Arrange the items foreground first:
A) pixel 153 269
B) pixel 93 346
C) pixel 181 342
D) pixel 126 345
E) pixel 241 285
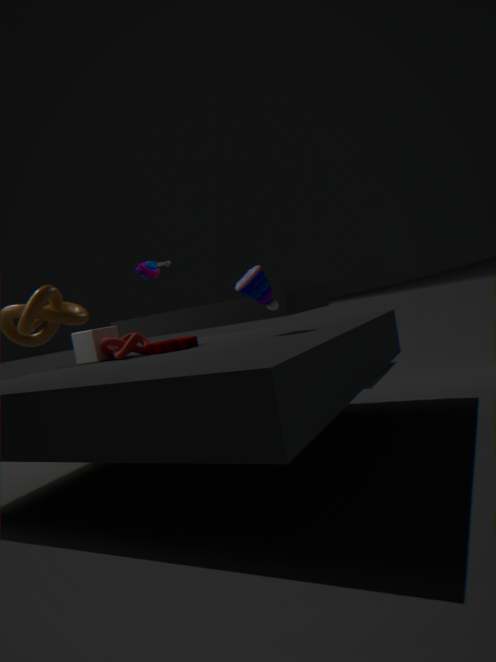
1. pixel 241 285
2. pixel 181 342
3. pixel 126 345
4. pixel 93 346
5. pixel 153 269
